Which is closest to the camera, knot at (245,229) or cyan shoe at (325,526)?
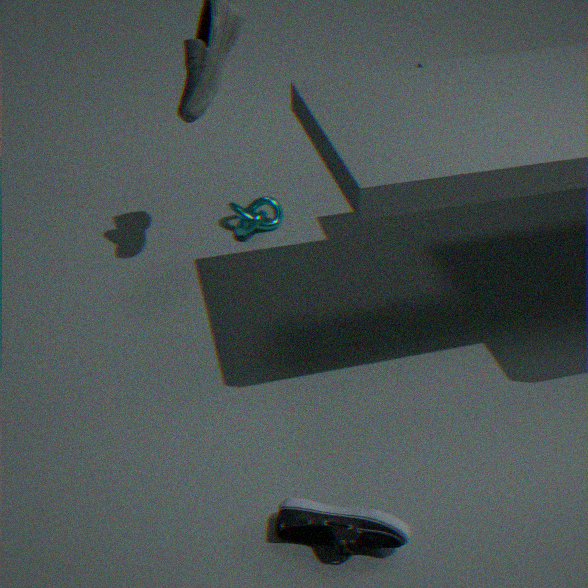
cyan shoe at (325,526)
